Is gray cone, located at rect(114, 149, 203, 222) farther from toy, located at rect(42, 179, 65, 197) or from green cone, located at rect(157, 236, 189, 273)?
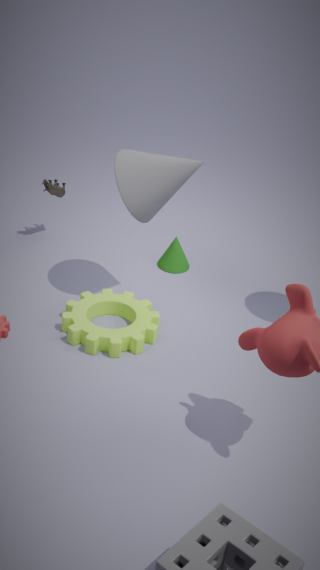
toy, located at rect(42, 179, 65, 197)
